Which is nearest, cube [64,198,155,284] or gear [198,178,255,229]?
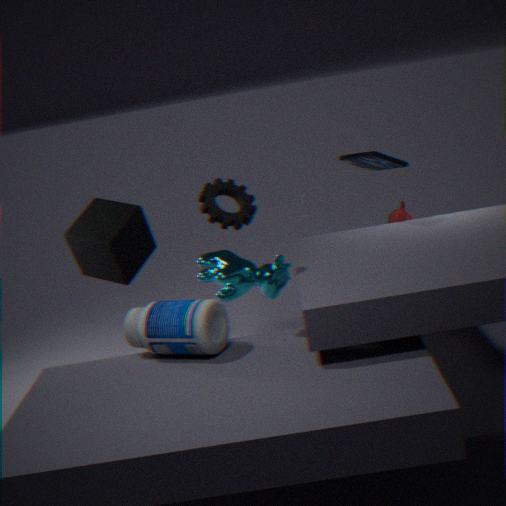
gear [198,178,255,229]
